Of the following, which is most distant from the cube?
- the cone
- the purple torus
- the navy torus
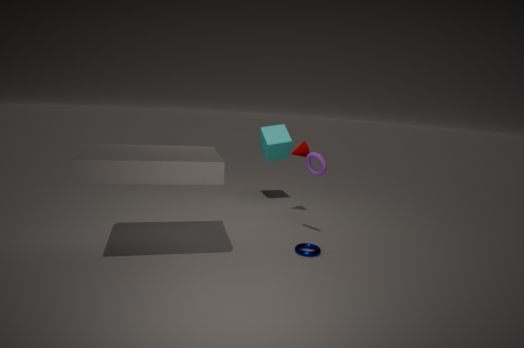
the navy torus
